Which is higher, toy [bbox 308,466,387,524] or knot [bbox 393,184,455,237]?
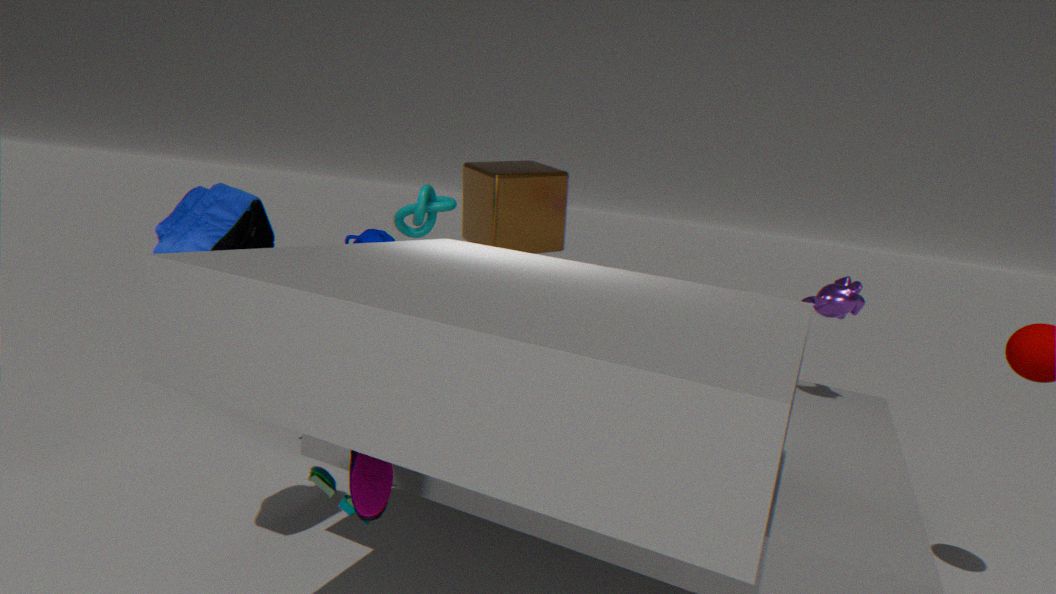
knot [bbox 393,184,455,237]
